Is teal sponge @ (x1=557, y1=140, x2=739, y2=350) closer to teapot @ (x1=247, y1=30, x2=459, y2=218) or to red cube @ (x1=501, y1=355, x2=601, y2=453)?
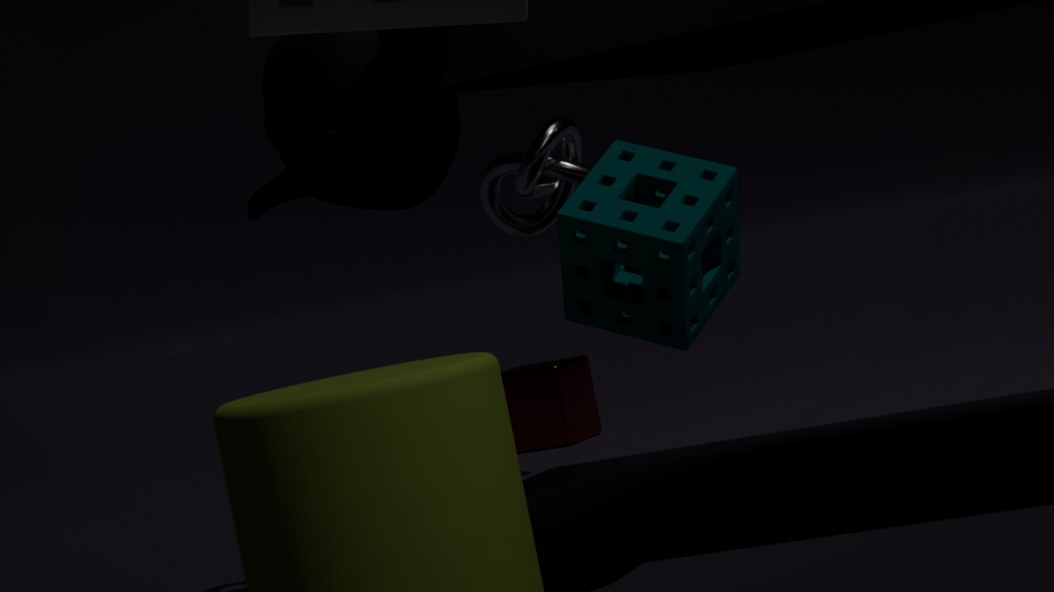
teapot @ (x1=247, y1=30, x2=459, y2=218)
